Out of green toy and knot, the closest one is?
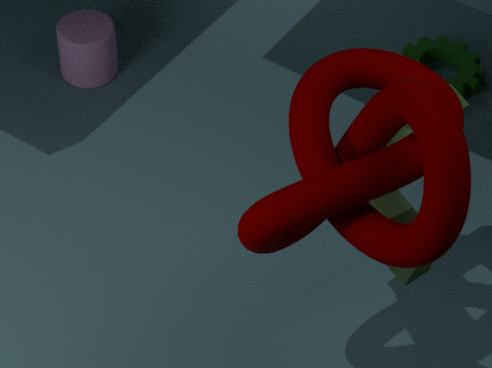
knot
